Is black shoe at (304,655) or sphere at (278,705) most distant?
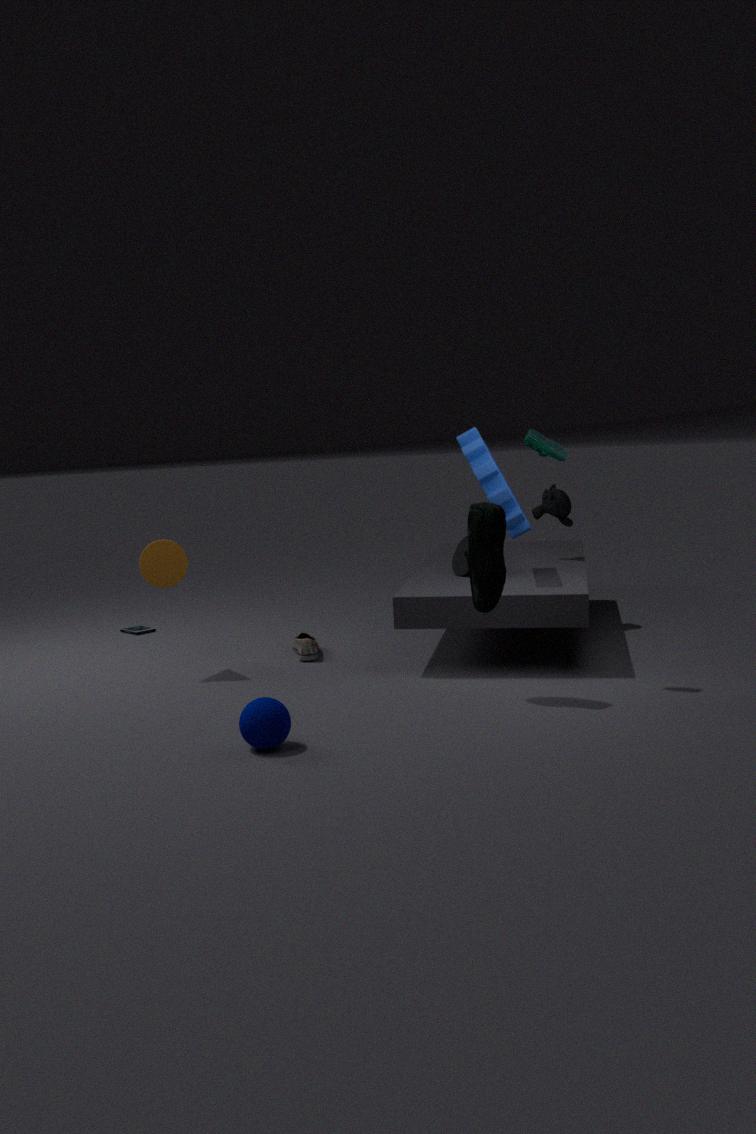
black shoe at (304,655)
